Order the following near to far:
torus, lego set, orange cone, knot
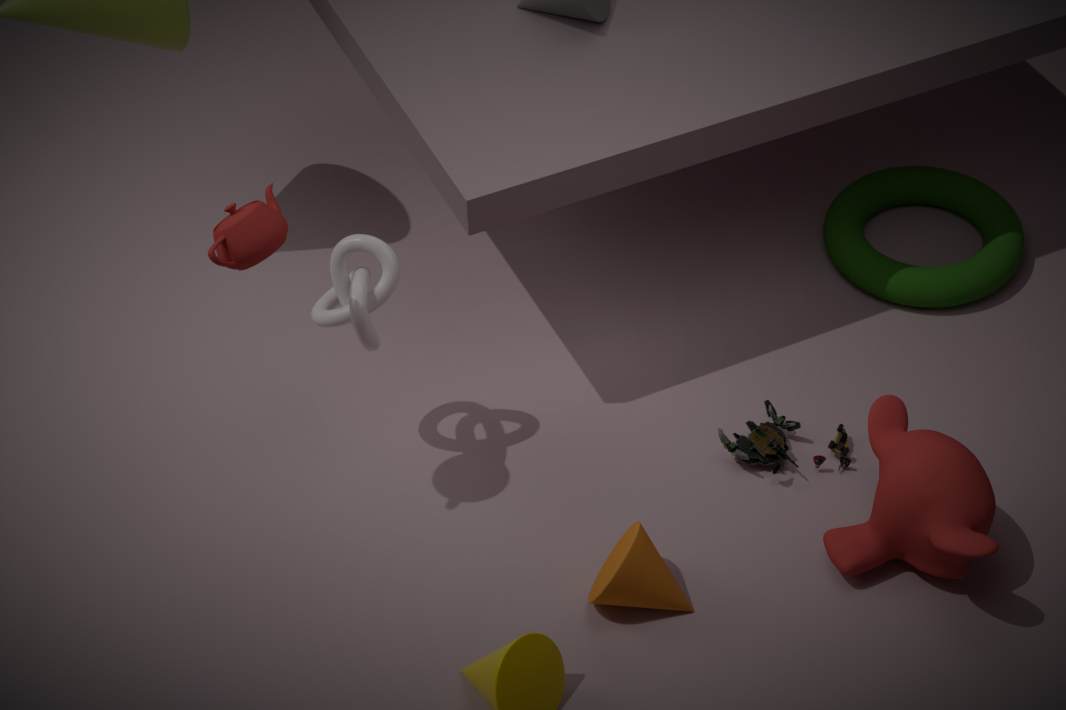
orange cone, knot, lego set, torus
